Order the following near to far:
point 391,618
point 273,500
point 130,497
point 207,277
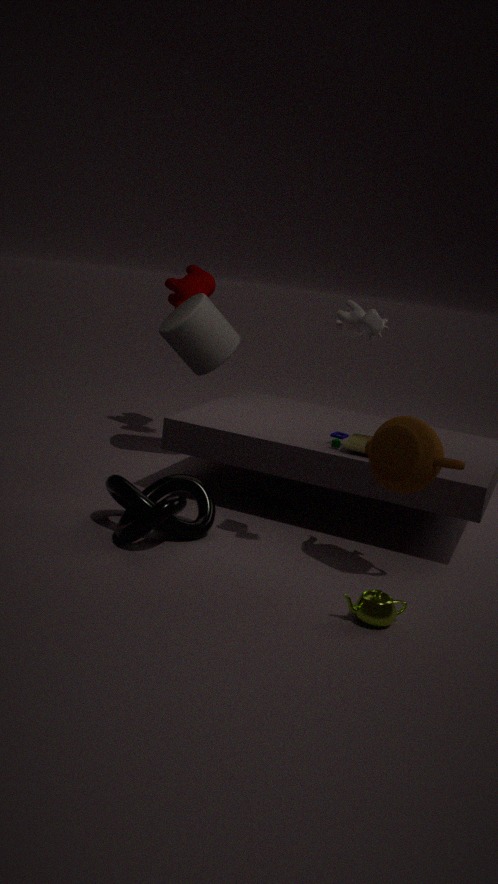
point 391,618
point 130,497
point 273,500
point 207,277
